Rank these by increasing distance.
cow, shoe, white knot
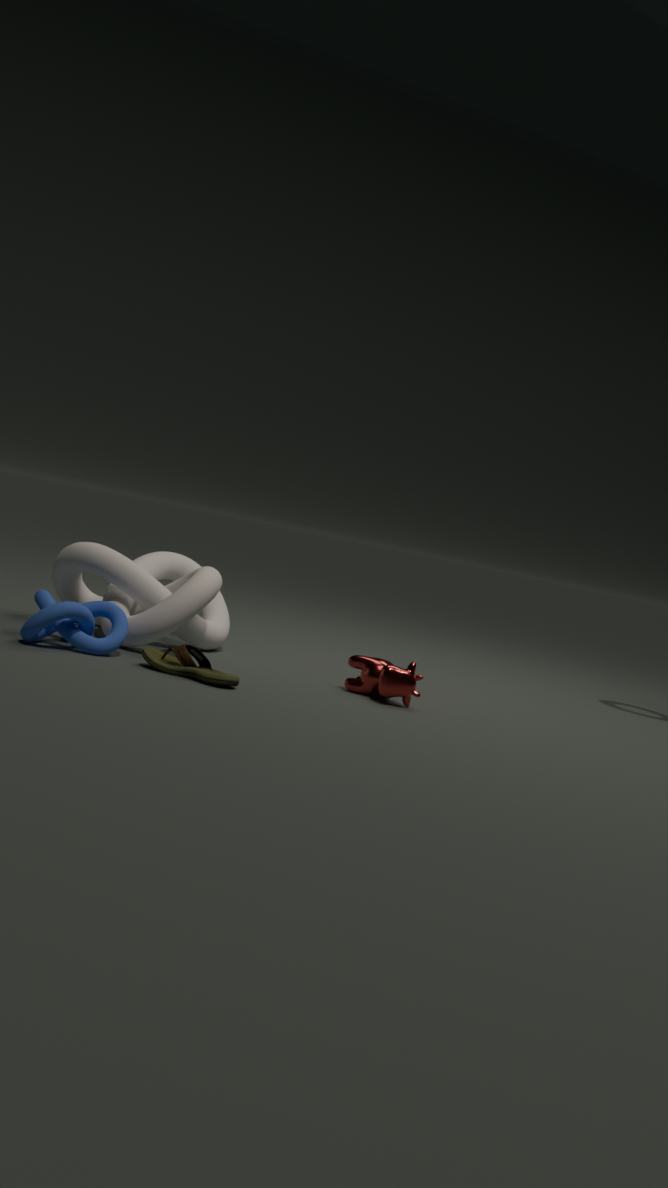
shoe
cow
white knot
